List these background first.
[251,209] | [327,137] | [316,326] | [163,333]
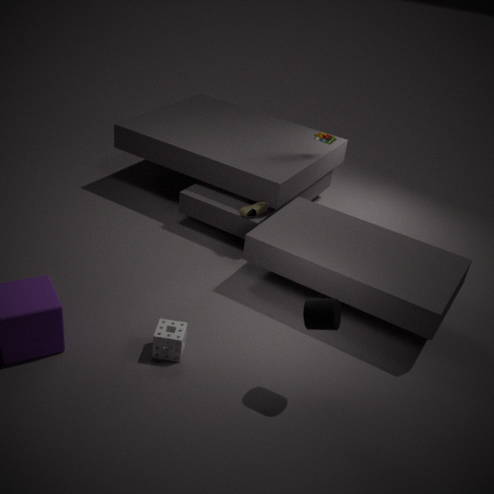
[327,137] → [251,209] → [163,333] → [316,326]
